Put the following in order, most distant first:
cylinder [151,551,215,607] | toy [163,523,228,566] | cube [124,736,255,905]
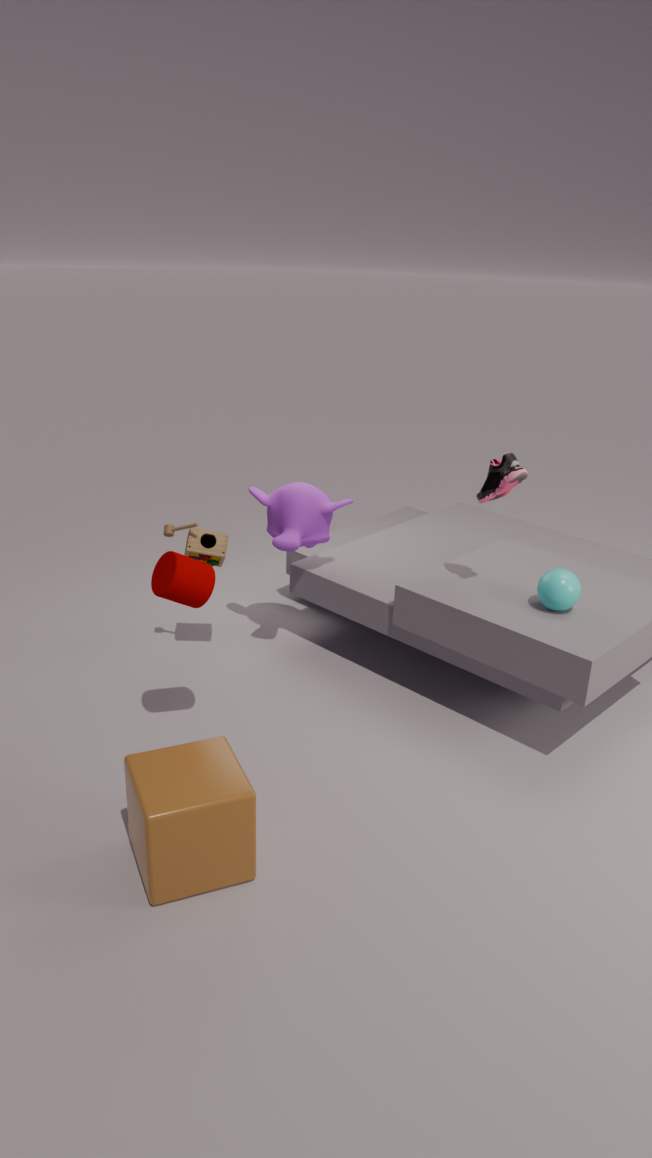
toy [163,523,228,566]
cylinder [151,551,215,607]
cube [124,736,255,905]
